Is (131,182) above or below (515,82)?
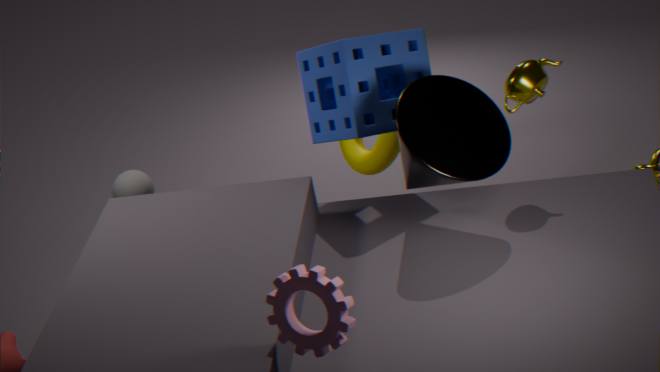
below
